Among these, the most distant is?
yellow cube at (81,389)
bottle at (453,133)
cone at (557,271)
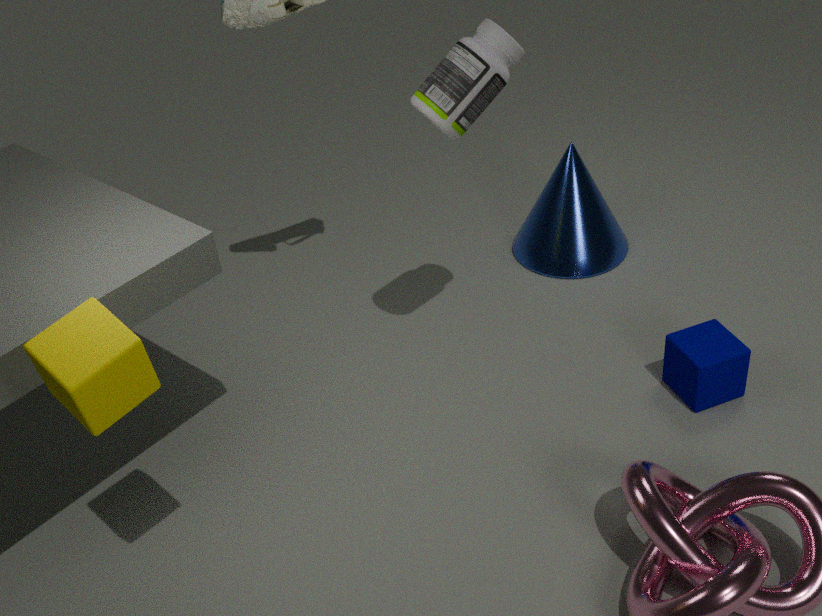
cone at (557,271)
